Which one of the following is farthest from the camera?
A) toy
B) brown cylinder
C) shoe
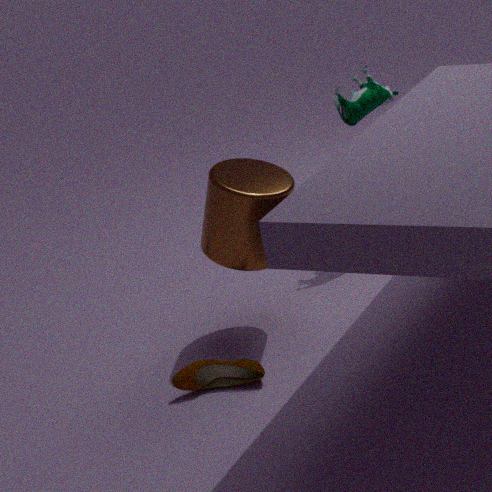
toy
